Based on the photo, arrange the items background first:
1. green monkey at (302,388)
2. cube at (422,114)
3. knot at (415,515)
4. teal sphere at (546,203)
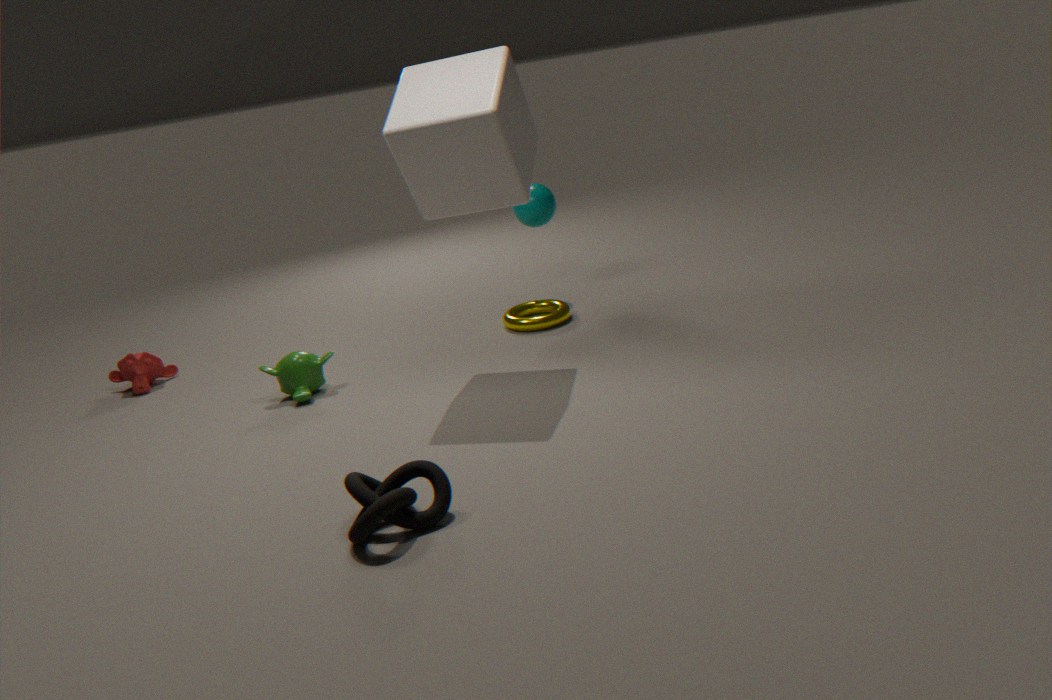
teal sphere at (546,203) < green monkey at (302,388) < cube at (422,114) < knot at (415,515)
